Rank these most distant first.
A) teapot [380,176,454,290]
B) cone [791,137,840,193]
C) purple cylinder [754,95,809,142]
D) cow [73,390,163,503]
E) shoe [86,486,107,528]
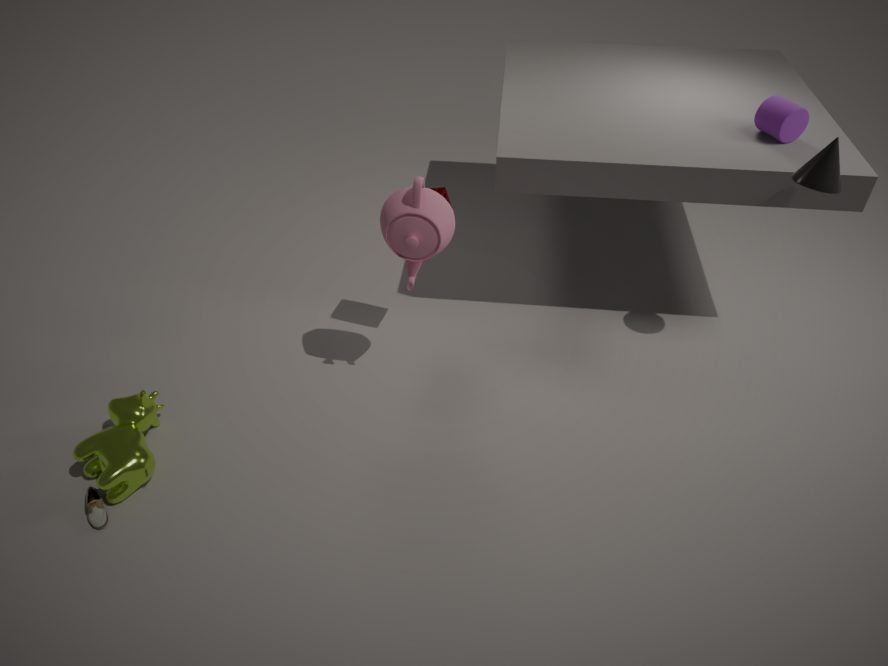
purple cylinder [754,95,809,142]
cone [791,137,840,193]
teapot [380,176,454,290]
cow [73,390,163,503]
shoe [86,486,107,528]
